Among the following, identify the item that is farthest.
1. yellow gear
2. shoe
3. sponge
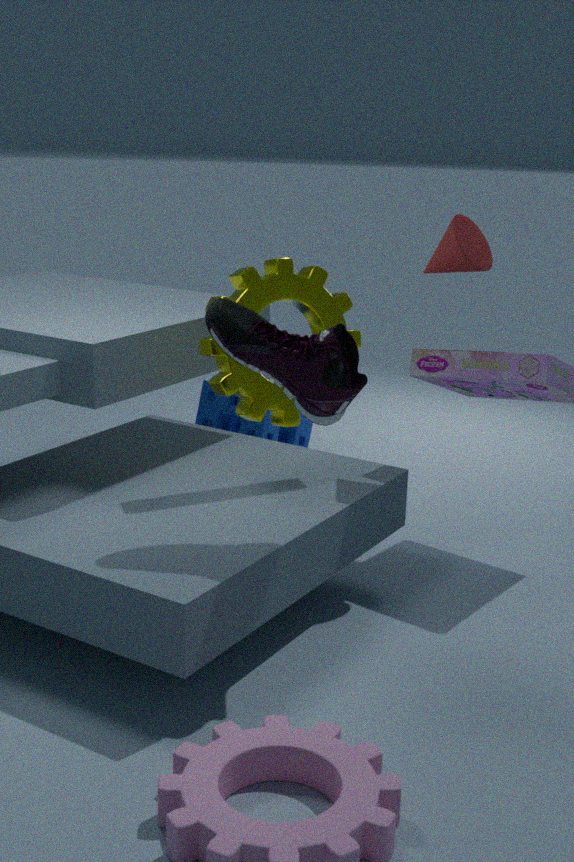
sponge
